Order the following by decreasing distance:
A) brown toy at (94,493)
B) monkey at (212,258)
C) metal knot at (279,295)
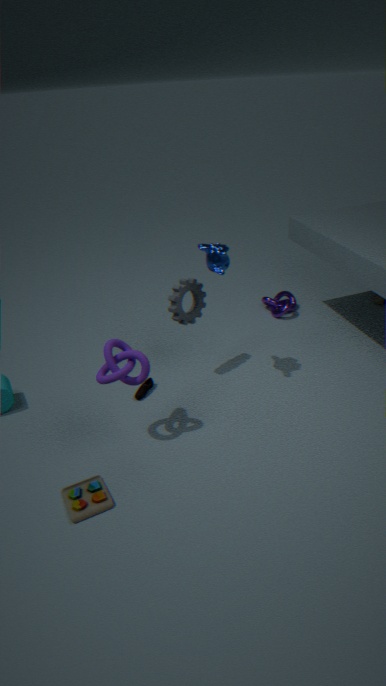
metal knot at (279,295), monkey at (212,258), brown toy at (94,493)
